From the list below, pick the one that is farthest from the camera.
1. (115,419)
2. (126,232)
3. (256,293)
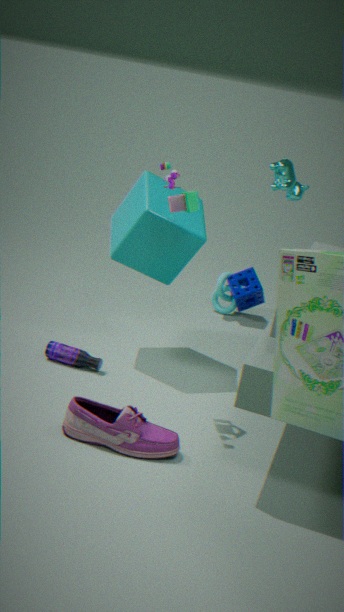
(256,293)
